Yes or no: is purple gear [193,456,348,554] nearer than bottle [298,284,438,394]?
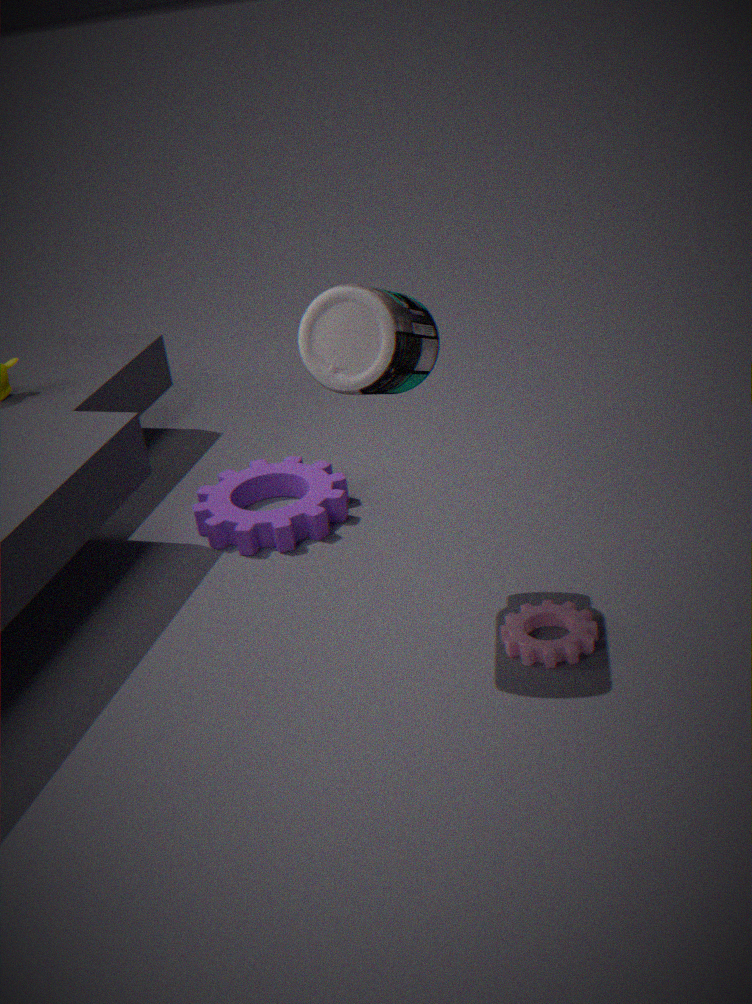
No
